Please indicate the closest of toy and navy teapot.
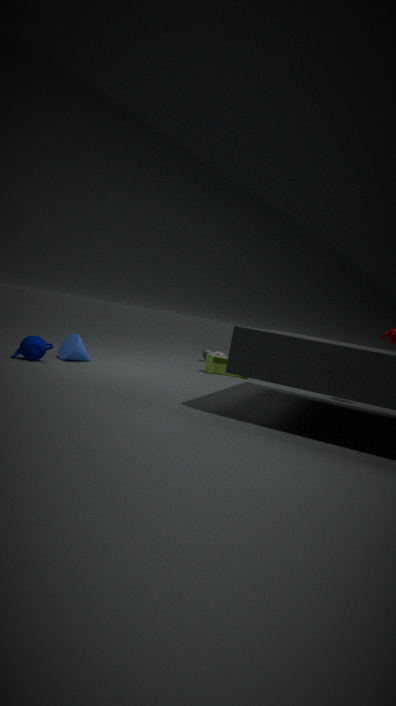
navy teapot
